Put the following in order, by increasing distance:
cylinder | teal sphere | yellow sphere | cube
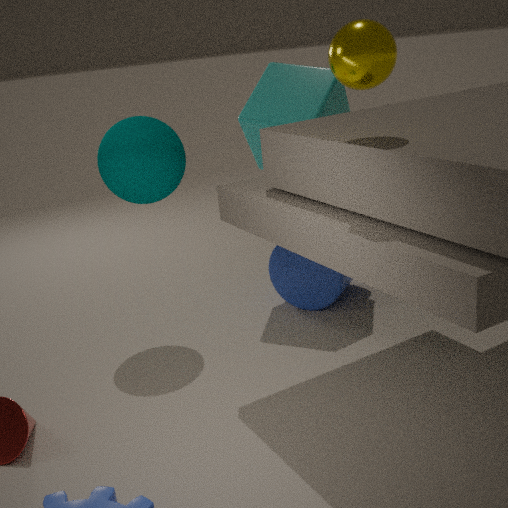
yellow sphere
teal sphere
cube
cylinder
